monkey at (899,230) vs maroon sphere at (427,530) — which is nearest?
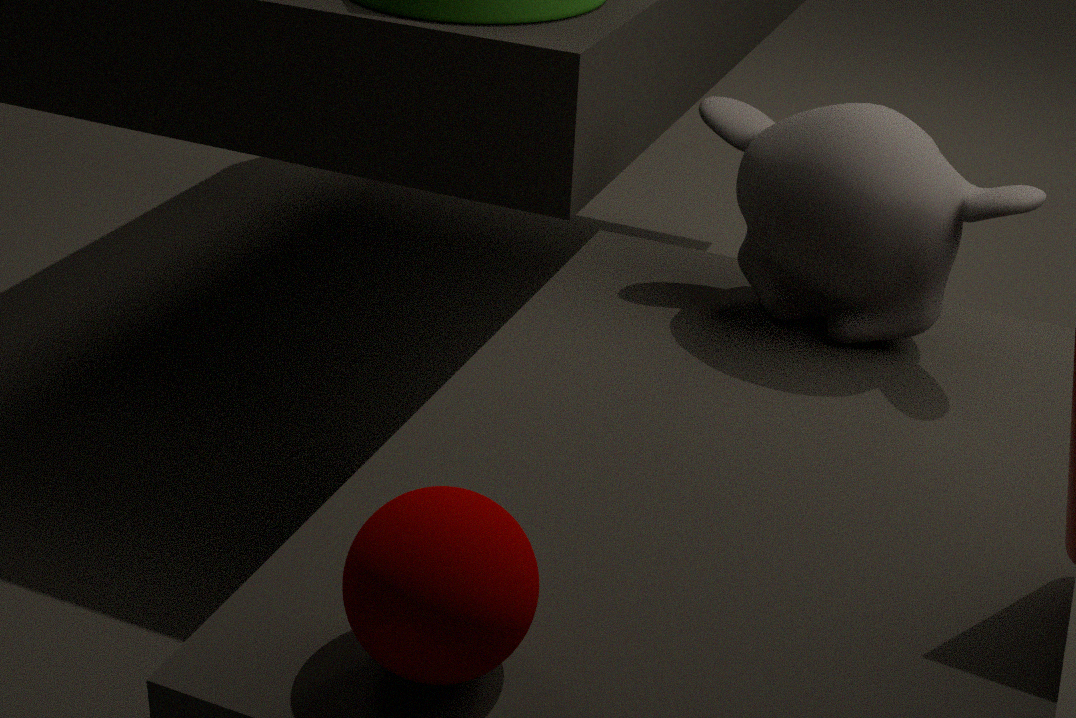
maroon sphere at (427,530)
